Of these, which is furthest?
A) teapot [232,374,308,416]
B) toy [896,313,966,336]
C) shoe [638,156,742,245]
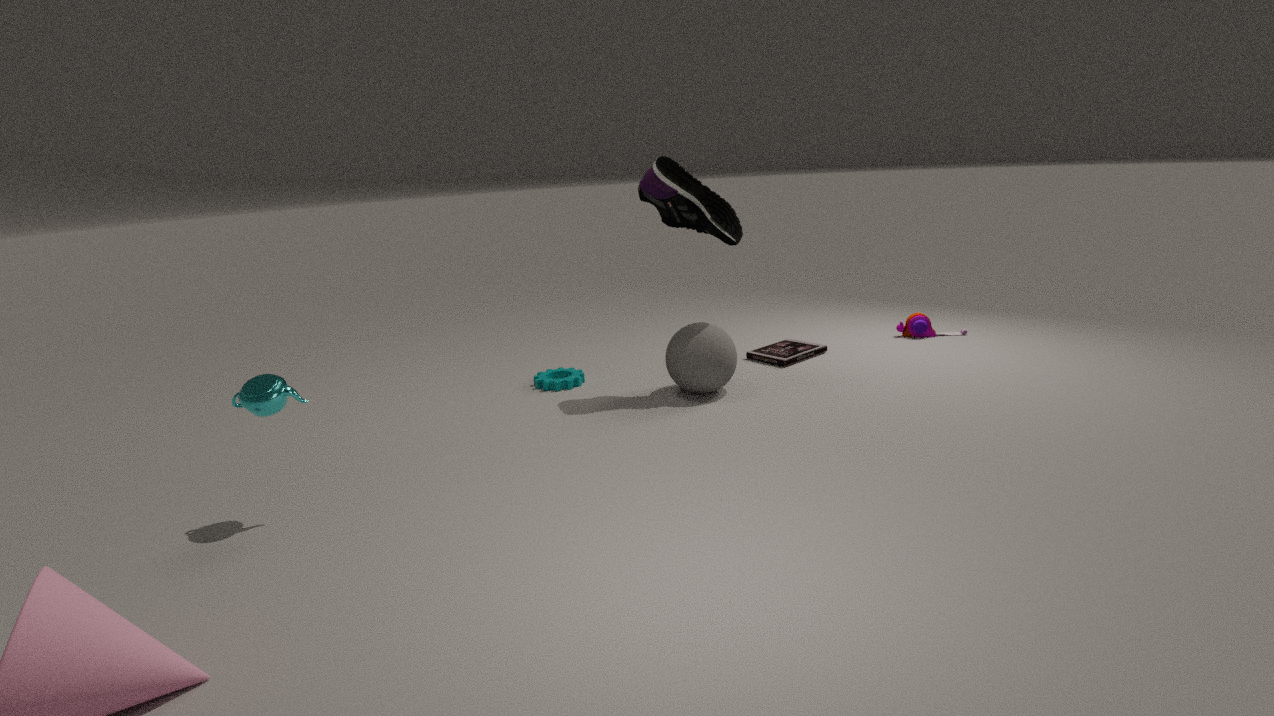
toy [896,313,966,336]
